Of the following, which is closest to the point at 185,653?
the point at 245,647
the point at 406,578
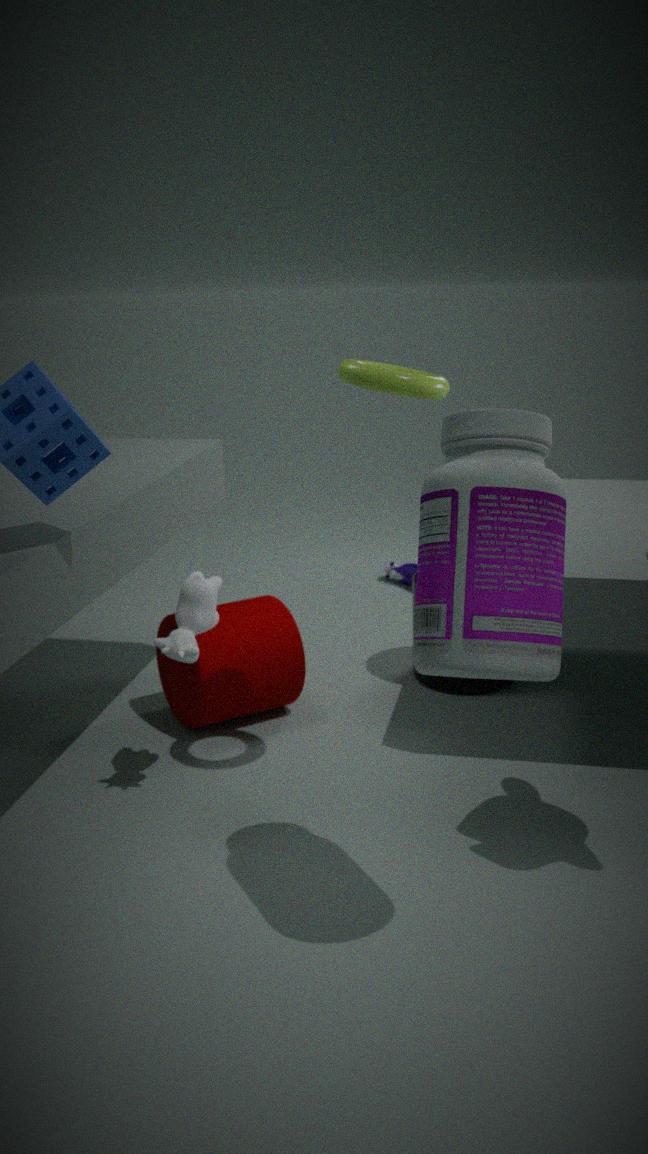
the point at 245,647
